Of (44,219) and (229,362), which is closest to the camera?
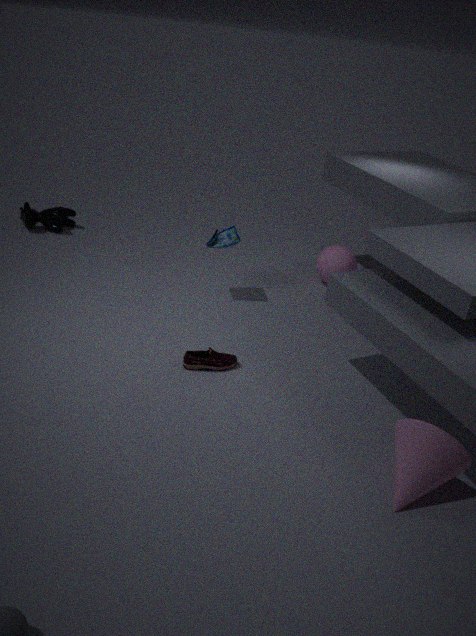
(229,362)
